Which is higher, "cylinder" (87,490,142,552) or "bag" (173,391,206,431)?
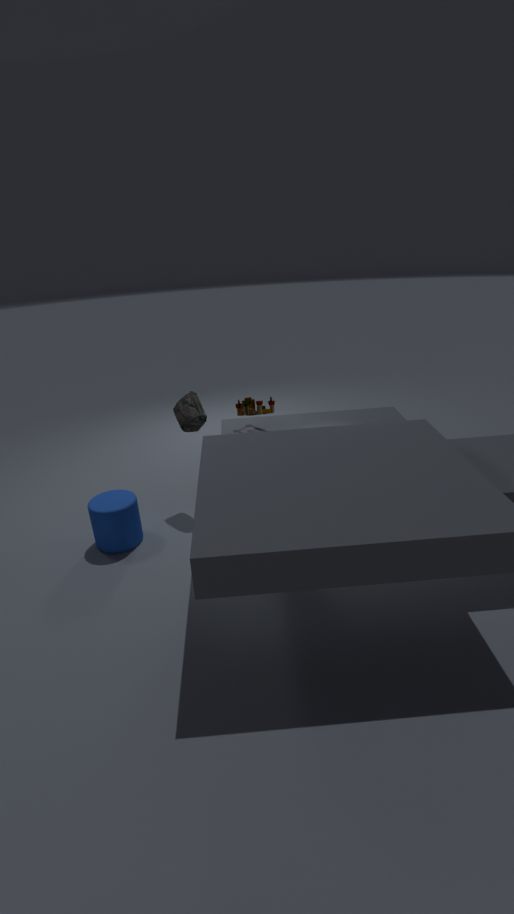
"bag" (173,391,206,431)
